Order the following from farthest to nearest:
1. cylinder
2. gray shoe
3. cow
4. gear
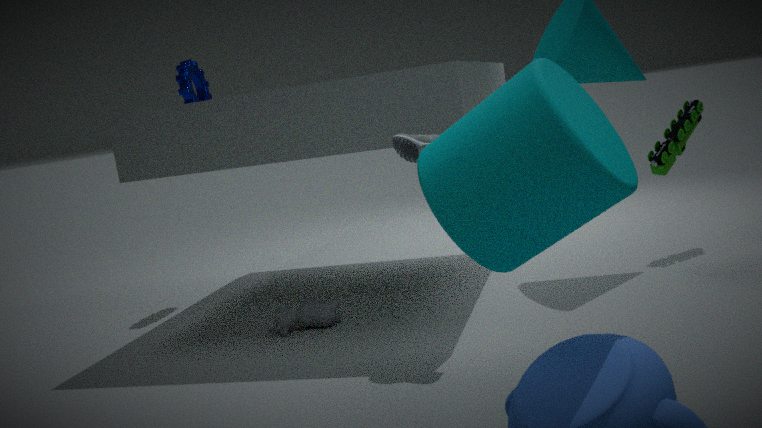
gear < cow < gray shoe < cylinder
